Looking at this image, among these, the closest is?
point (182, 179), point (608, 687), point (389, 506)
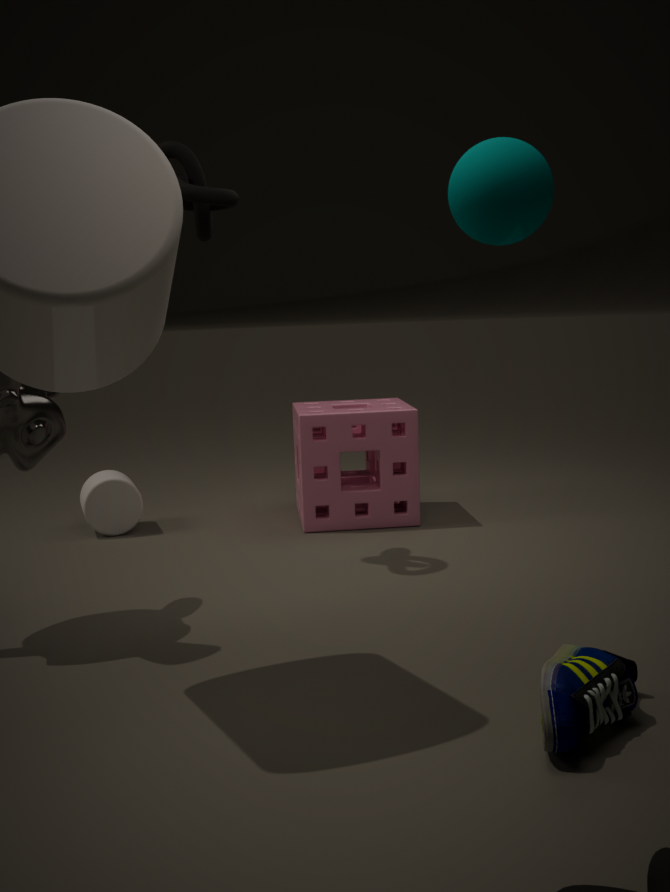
point (608, 687)
